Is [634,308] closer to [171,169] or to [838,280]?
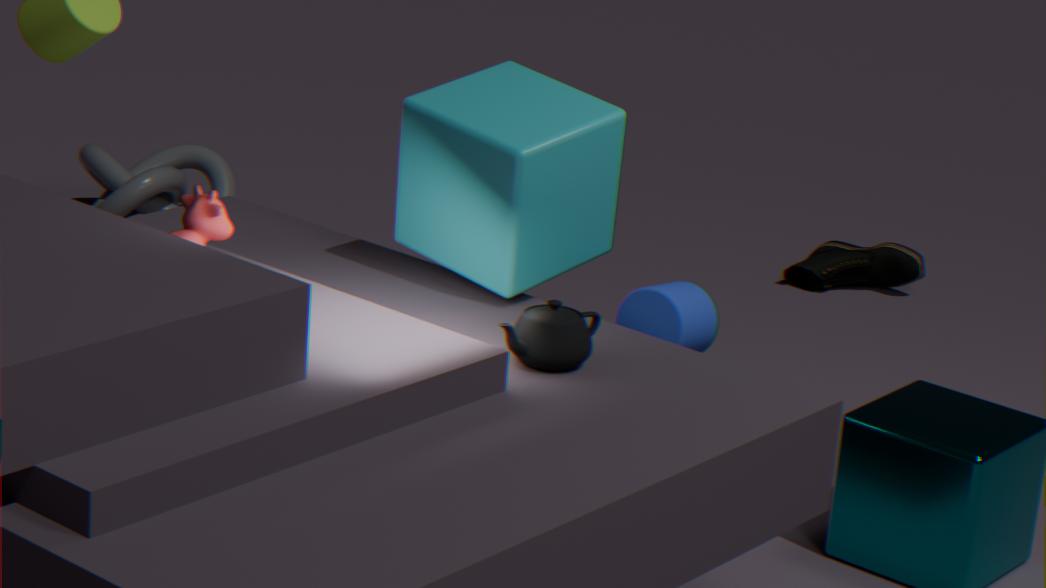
[838,280]
